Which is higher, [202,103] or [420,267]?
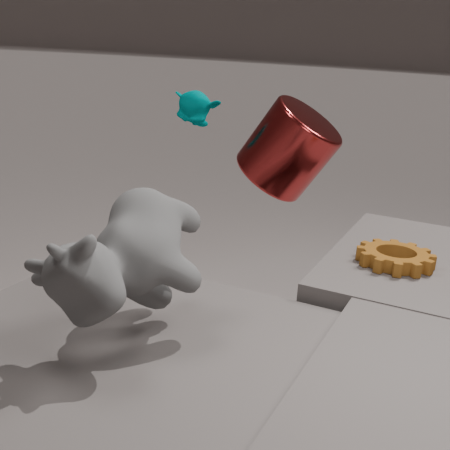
[202,103]
